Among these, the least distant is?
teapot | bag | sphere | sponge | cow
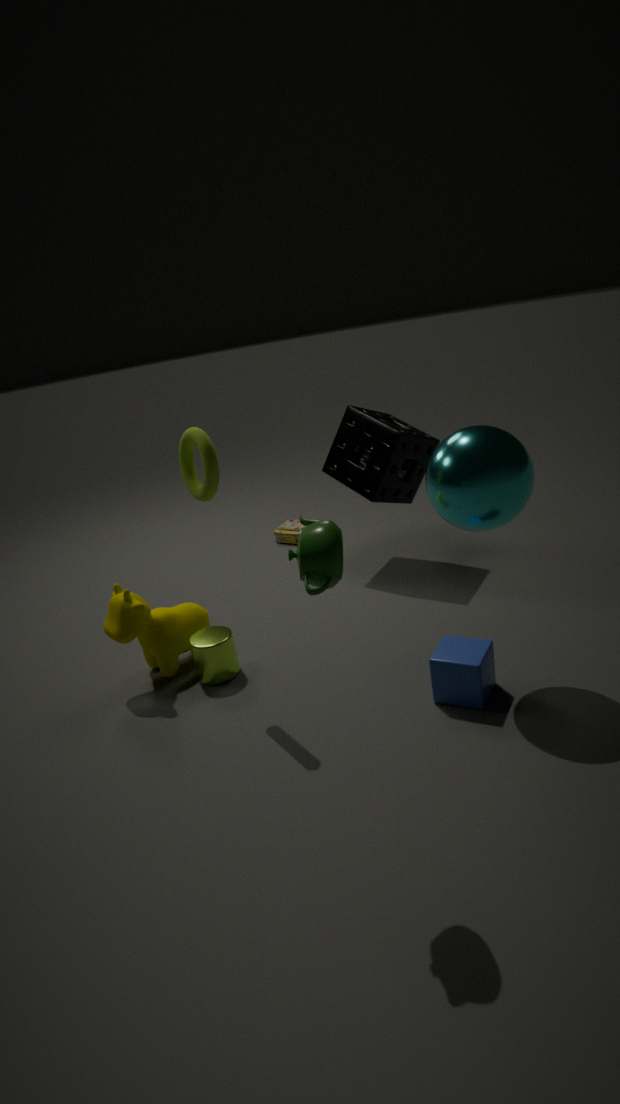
teapot
